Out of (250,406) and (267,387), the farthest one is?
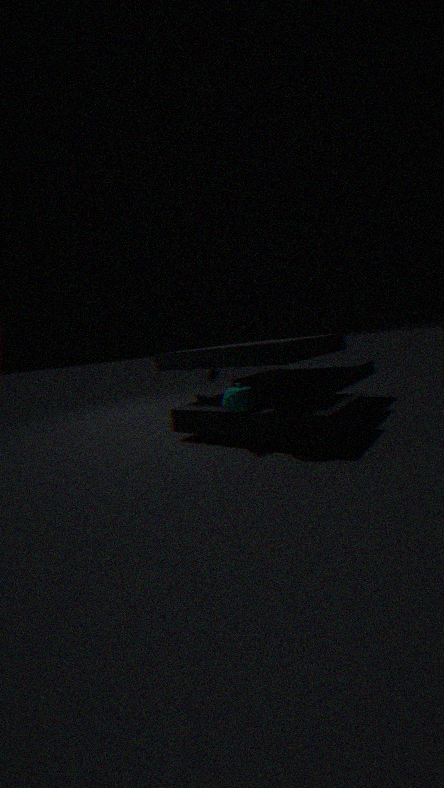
(250,406)
